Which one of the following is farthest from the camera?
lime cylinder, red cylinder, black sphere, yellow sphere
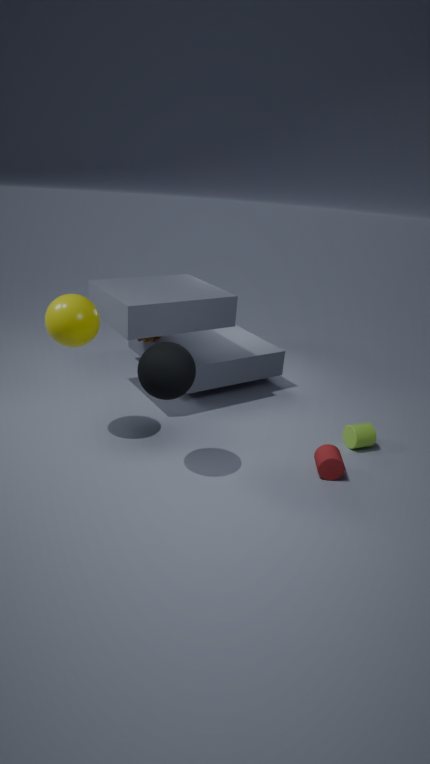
lime cylinder
